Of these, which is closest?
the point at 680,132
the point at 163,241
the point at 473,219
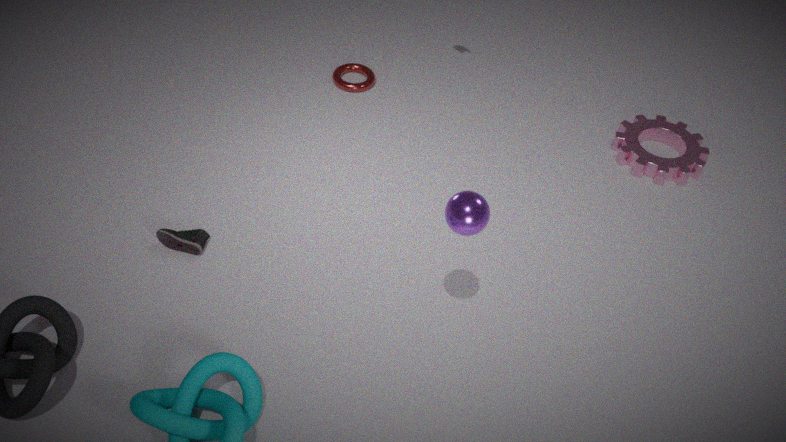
the point at 473,219
